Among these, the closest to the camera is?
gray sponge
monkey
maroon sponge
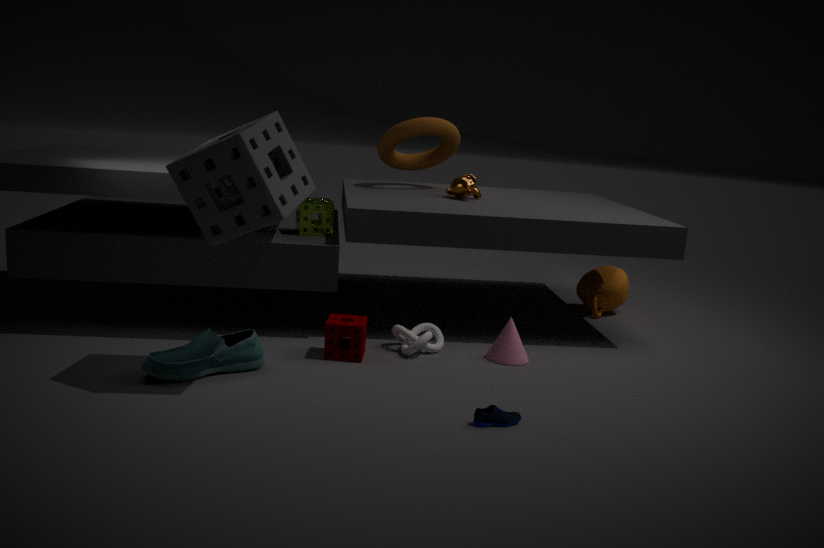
gray sponge
